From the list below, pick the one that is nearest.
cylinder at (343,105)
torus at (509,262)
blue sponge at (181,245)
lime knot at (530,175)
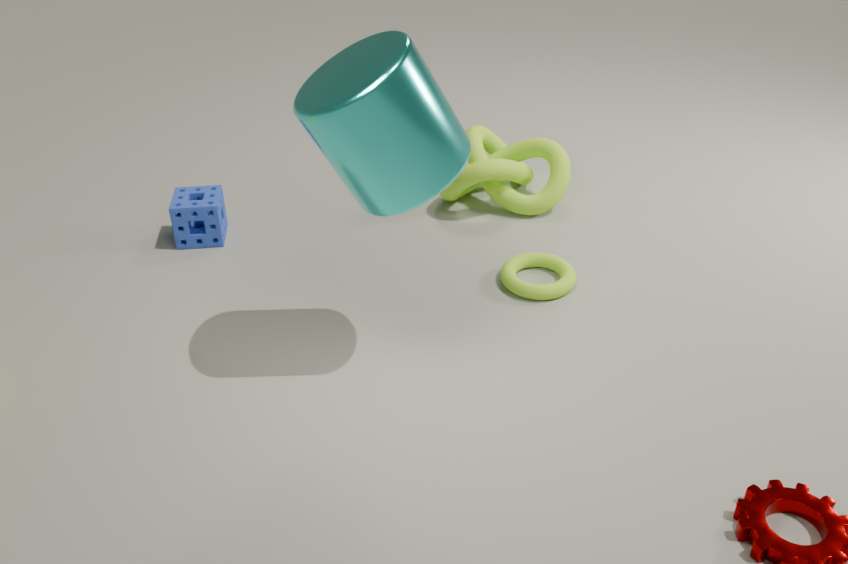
cylinder at (343,105)
